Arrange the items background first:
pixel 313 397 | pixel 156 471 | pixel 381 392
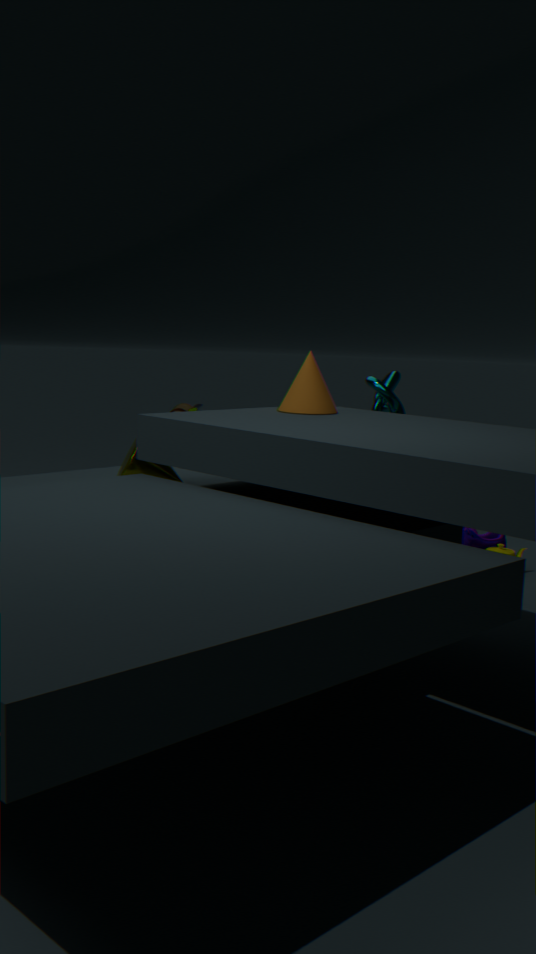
pixel 381 392
pixel 313 397
pixel 156 471
